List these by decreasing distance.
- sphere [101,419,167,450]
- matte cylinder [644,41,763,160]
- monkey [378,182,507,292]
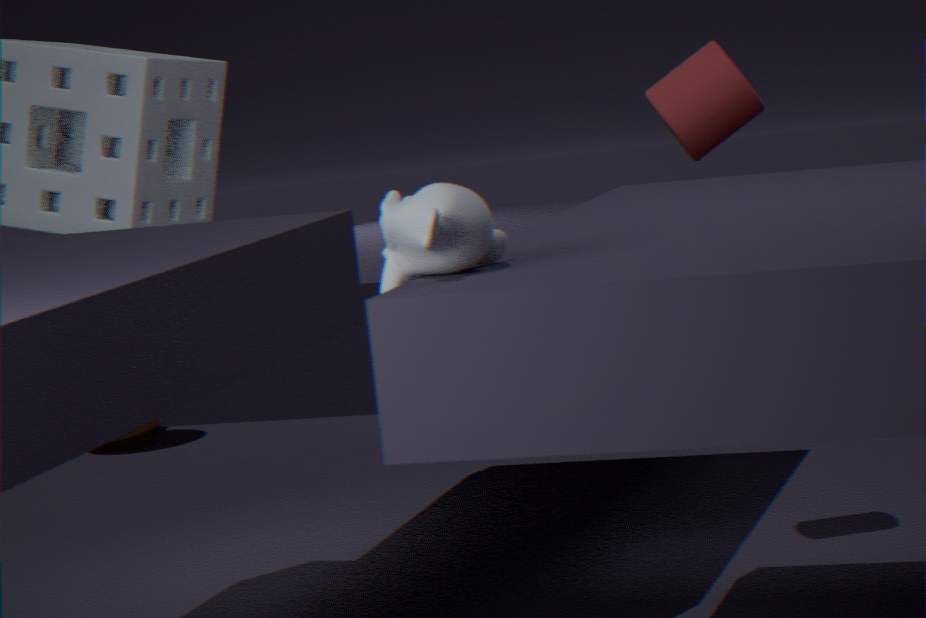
sphere [101,419,167,450]
matte cylinder [644,41,763,160]
monkey [378,182,507,292]
